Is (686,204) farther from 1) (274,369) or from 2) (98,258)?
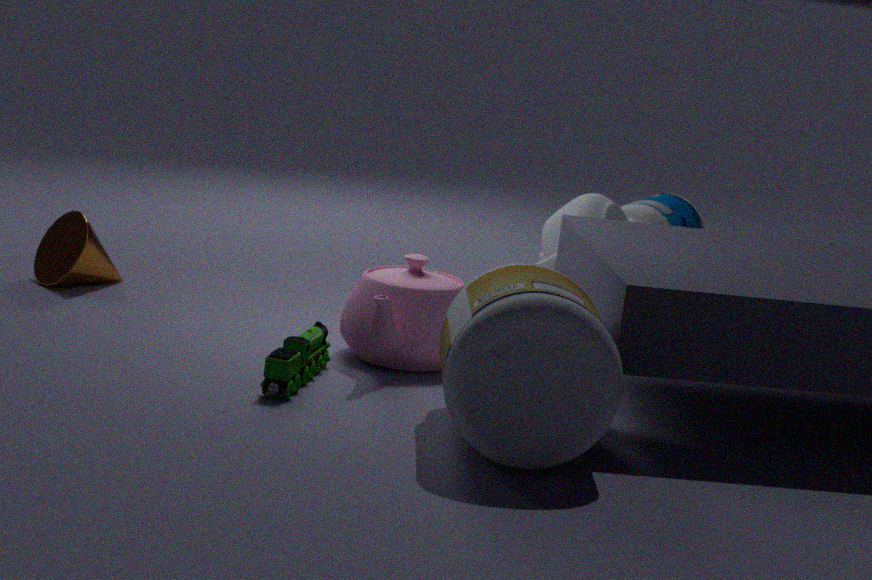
1) (274,369)
